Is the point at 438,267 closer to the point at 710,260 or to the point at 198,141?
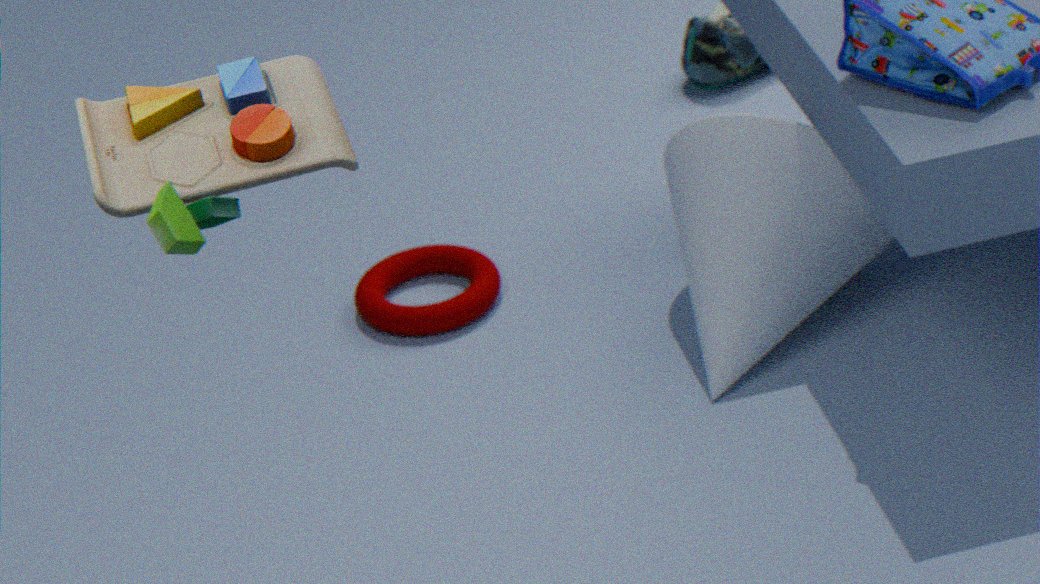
the point at 710,260
